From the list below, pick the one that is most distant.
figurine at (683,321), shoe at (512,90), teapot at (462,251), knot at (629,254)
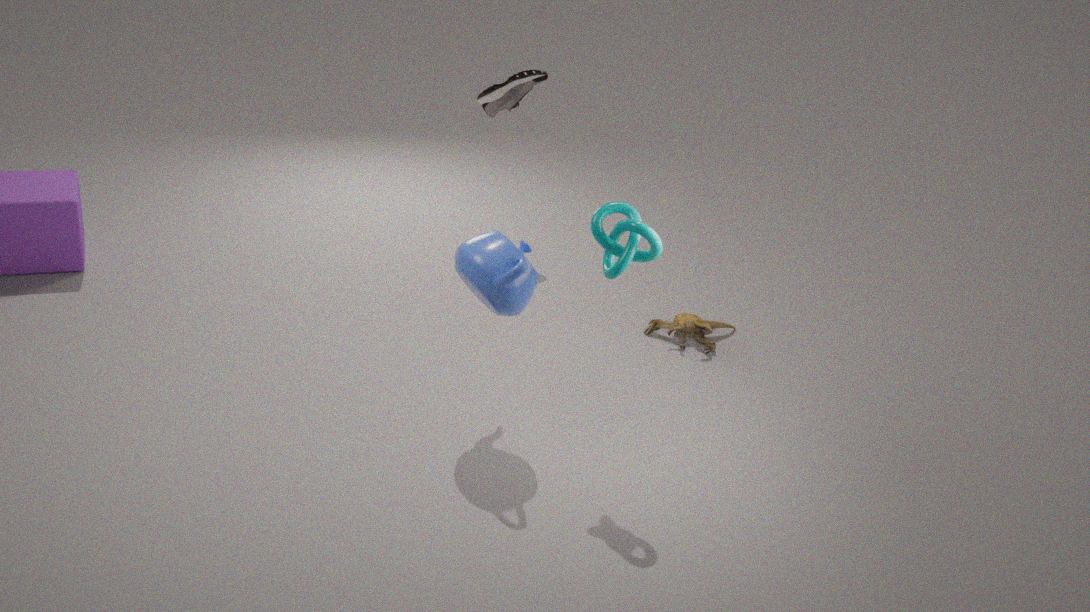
shoe at (512,90)
